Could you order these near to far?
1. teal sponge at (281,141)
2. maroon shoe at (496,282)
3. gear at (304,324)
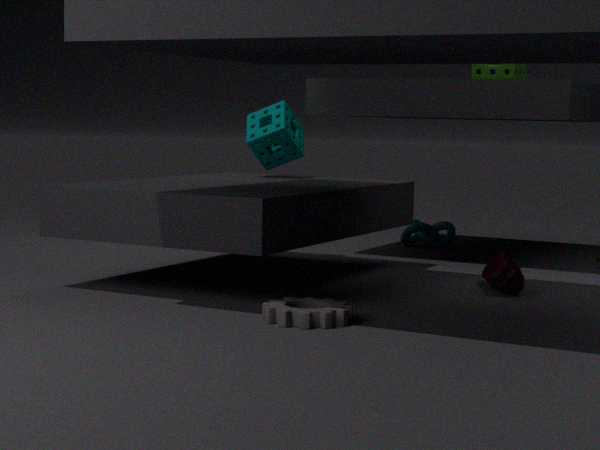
gear at (304,324) → maroon shoe at (496,282) → teal sponge at (281,141)
